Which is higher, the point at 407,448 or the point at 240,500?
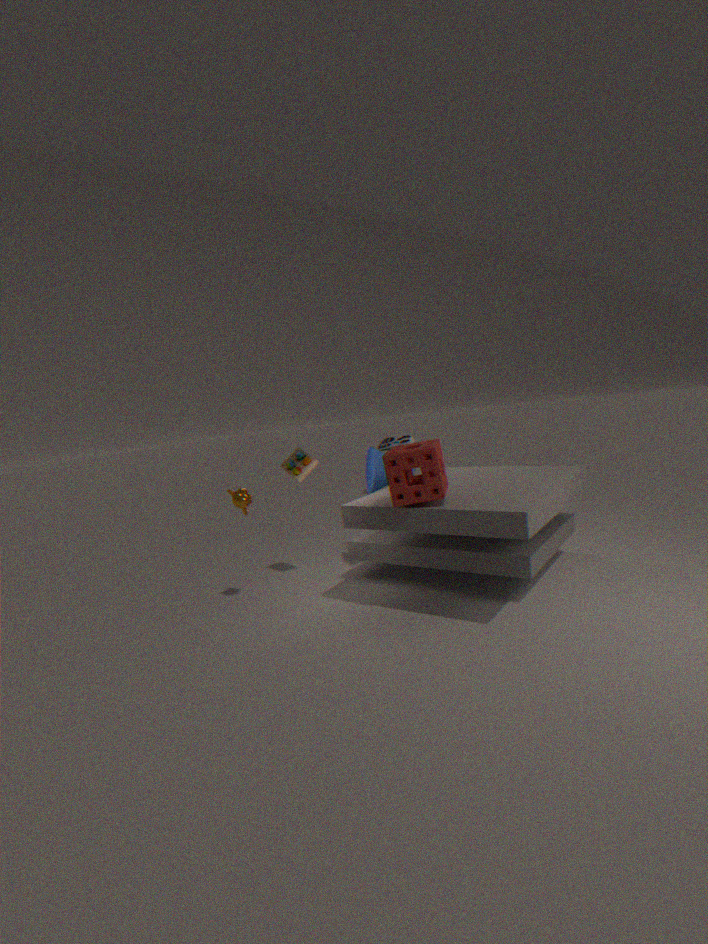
the point at 407,448
